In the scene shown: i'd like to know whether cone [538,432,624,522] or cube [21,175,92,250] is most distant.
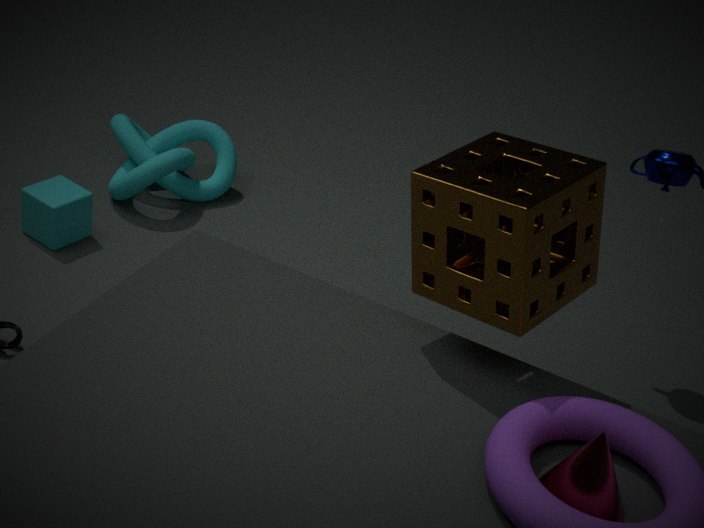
cube [21,175,92,250]
